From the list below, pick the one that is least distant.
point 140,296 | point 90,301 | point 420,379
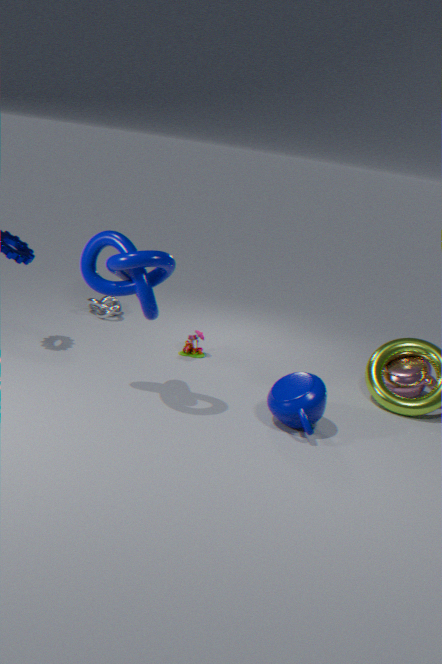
point 140,296
